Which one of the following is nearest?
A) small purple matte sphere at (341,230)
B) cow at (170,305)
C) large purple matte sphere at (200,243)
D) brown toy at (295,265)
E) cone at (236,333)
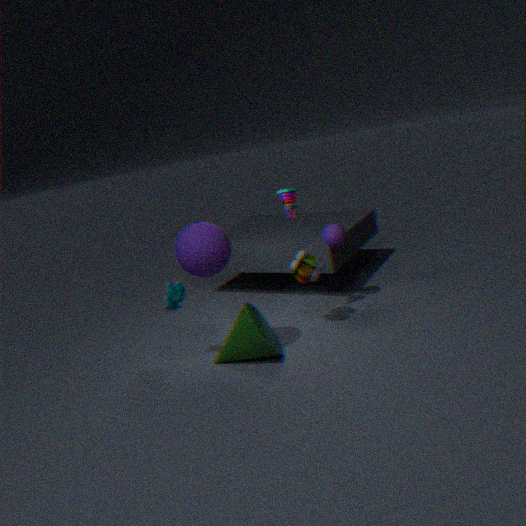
large purple matte sphere at (200,243)
